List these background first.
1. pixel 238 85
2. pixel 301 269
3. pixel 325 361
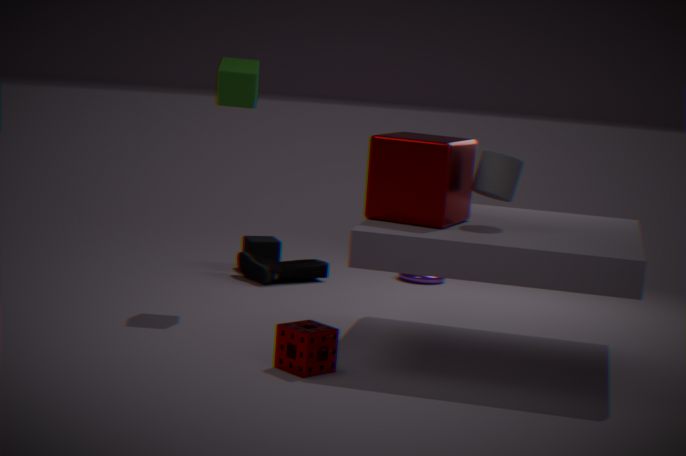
pixel 301 269 → pixel 238 85 → pixel 325 361
